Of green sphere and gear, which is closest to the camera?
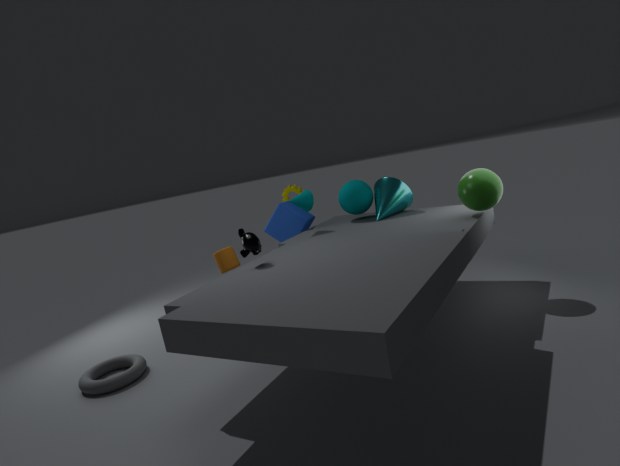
green sphere
